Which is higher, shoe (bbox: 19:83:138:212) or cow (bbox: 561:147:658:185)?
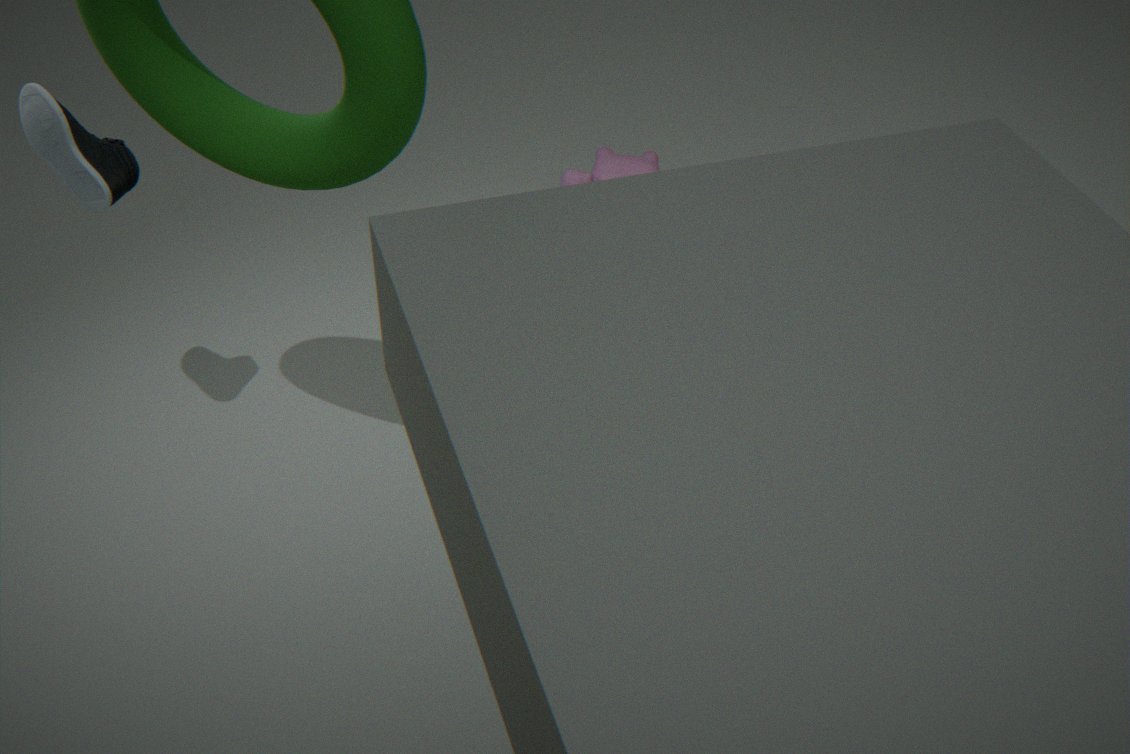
shoe (bbox: 19:83:138:212)
